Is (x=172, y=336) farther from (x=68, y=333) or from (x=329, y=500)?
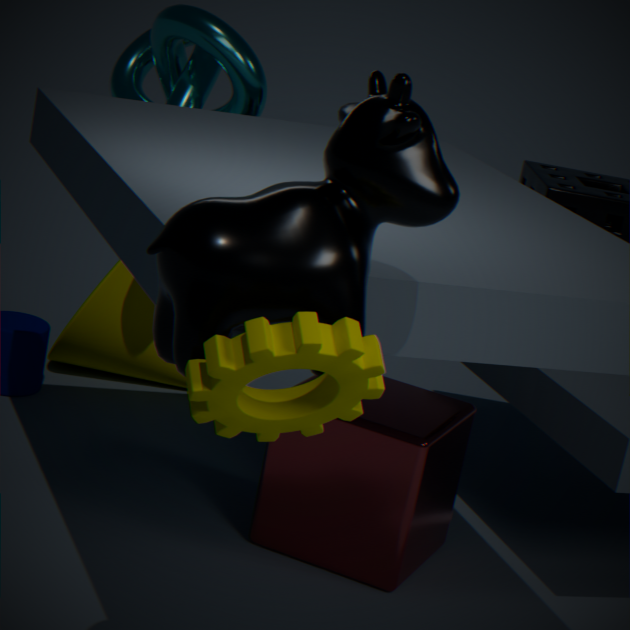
(x=68, y=333)
